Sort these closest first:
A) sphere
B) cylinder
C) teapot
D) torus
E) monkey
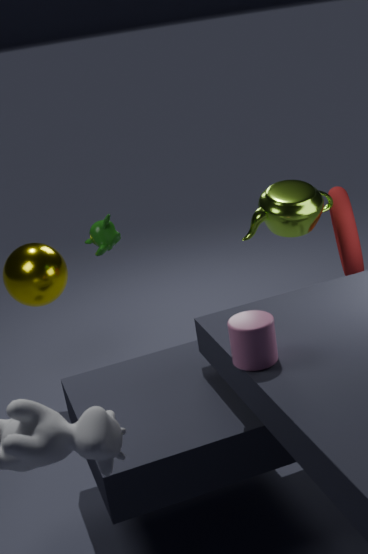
cylinder, teapot, monkey, torus, sphere
